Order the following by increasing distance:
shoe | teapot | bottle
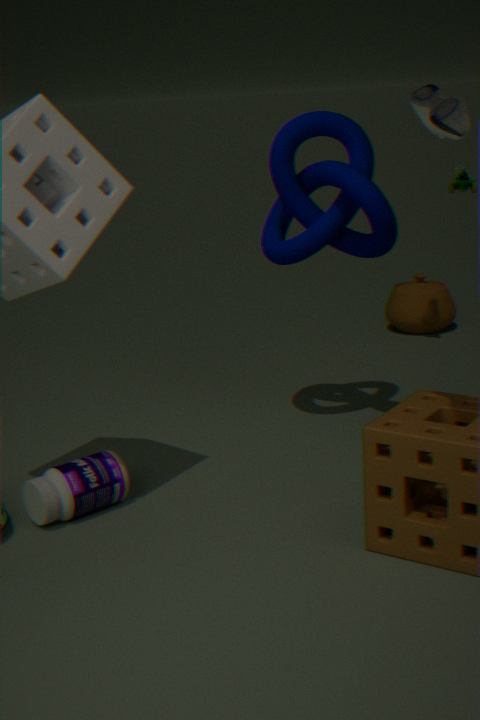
shoe, bottle, teapot
